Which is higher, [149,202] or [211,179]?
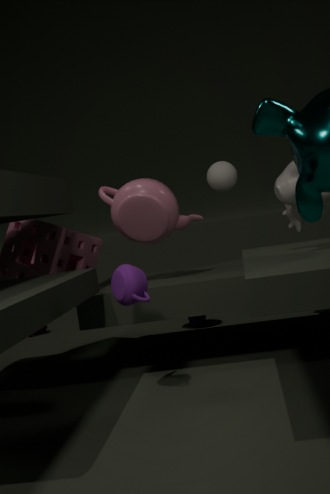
[211,179]
